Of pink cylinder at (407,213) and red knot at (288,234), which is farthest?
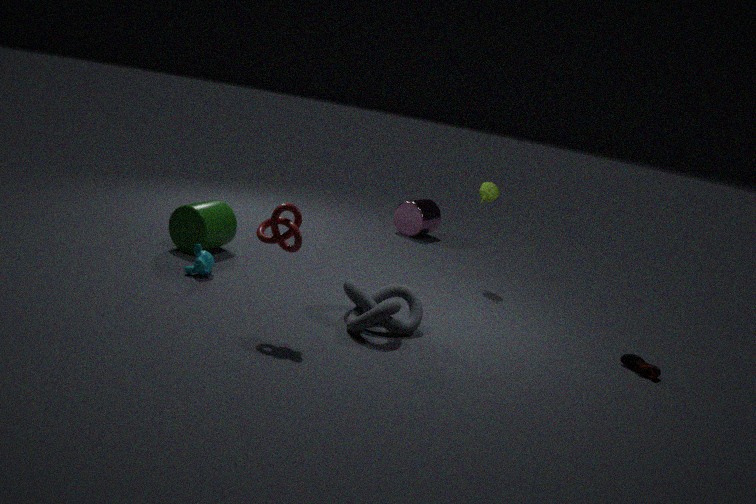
pink cylinder at (407,213)
